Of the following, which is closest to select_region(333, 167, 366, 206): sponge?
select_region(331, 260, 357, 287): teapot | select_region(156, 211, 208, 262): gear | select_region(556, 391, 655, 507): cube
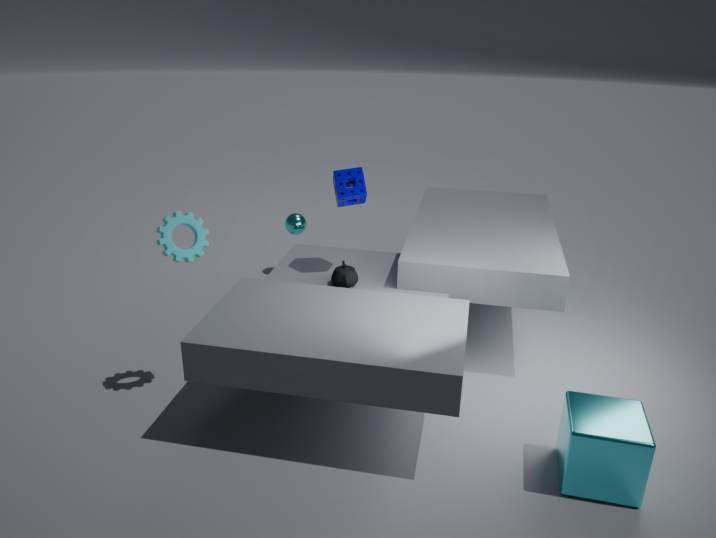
select_region(331, 260, 357, 287): teapot
